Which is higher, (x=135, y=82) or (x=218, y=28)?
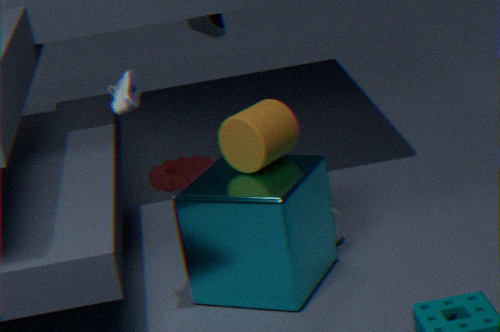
(x=135, y=82)
